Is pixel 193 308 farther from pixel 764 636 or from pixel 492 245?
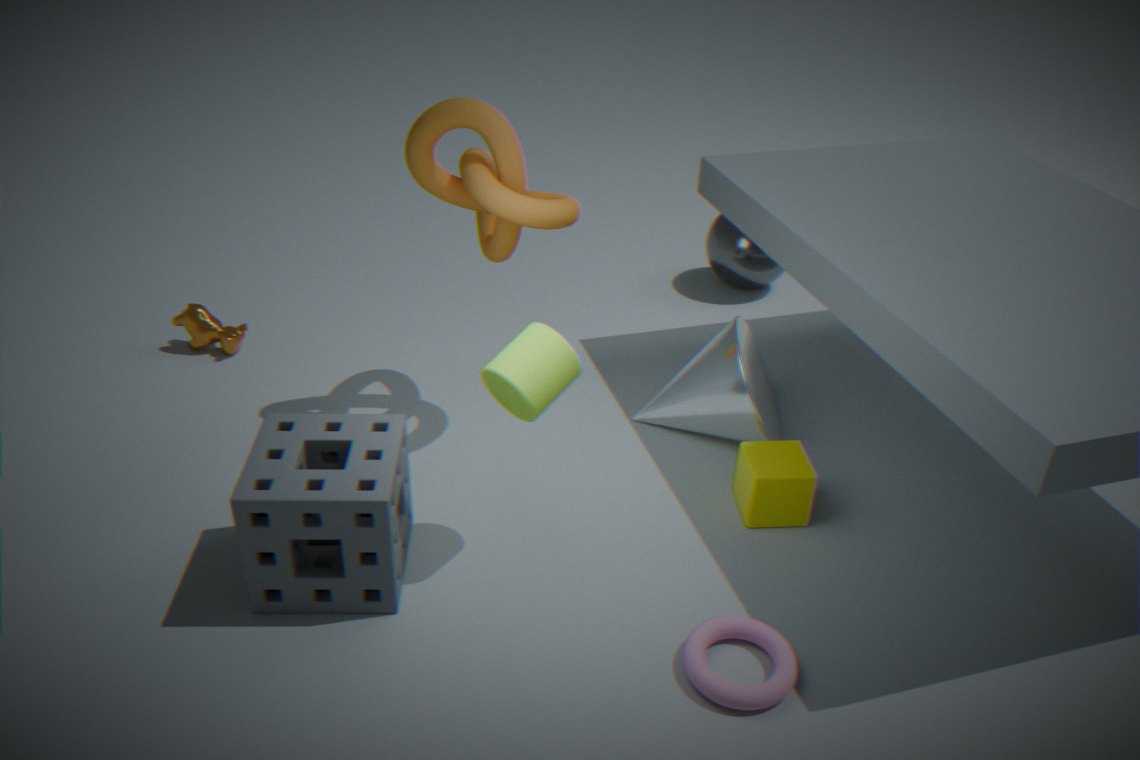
pixel 764 636
